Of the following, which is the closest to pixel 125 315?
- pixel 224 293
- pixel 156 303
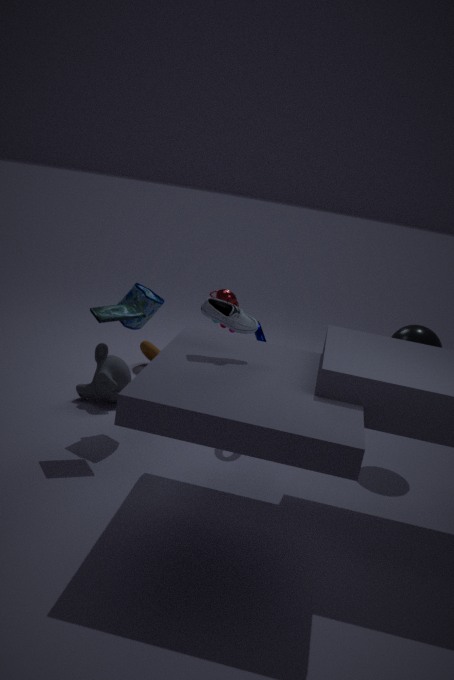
pixel 156 303
